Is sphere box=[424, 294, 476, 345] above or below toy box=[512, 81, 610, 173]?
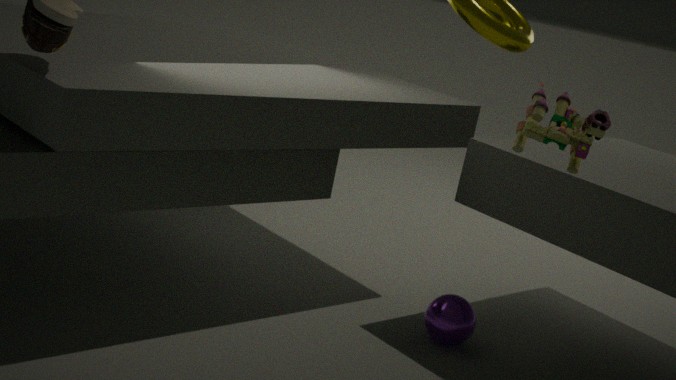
below
